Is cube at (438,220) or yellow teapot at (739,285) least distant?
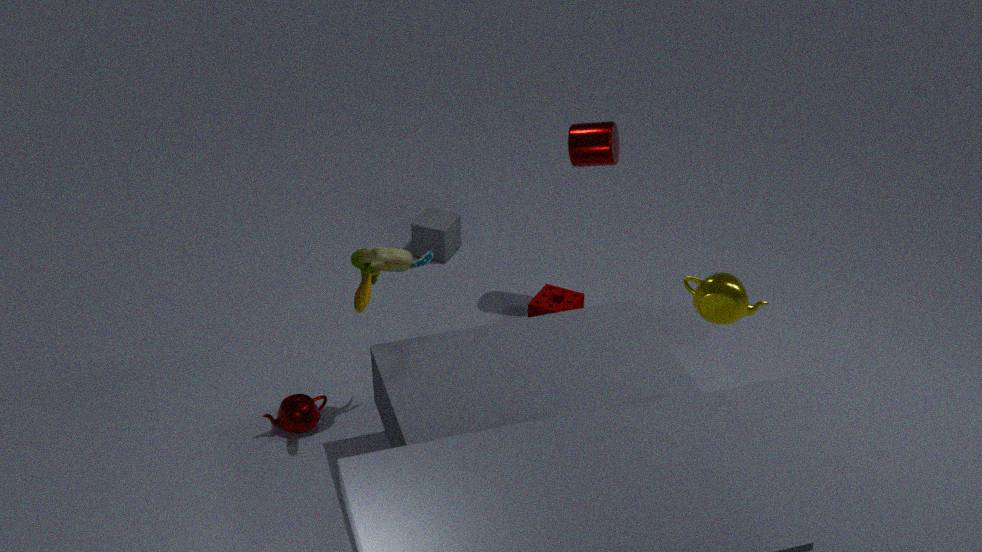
yellow teapot at (739,285)
